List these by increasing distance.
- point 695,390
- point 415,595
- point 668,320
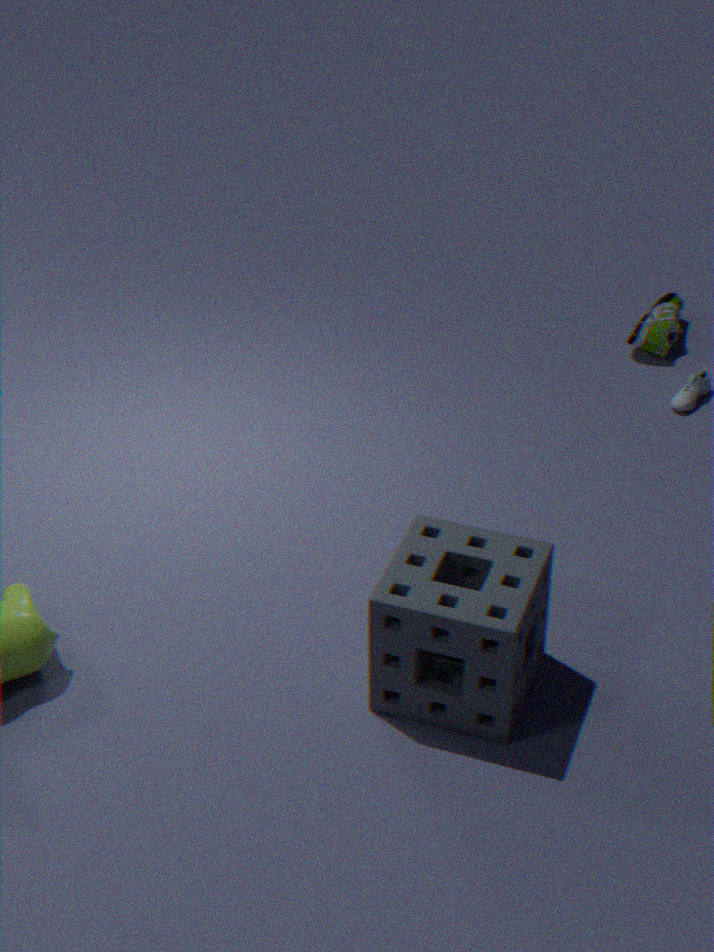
1. point 415,595
2. point 695,390
3. point 668,320
